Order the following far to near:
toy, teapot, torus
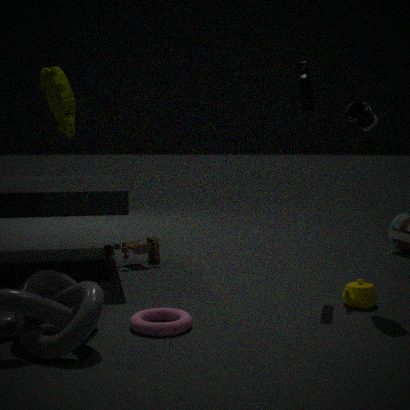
toy, teapot, torus
